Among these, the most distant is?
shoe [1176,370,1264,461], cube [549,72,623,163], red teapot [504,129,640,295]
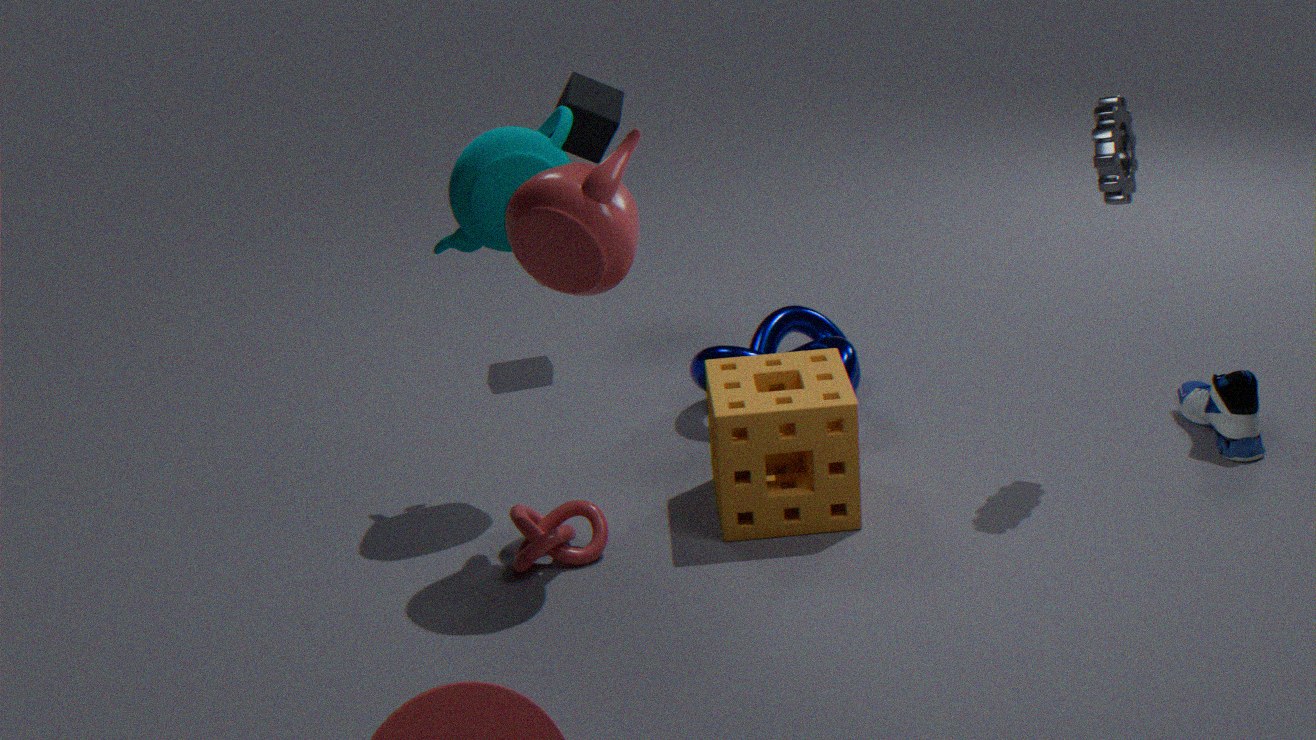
cube [549,72,623,163]
